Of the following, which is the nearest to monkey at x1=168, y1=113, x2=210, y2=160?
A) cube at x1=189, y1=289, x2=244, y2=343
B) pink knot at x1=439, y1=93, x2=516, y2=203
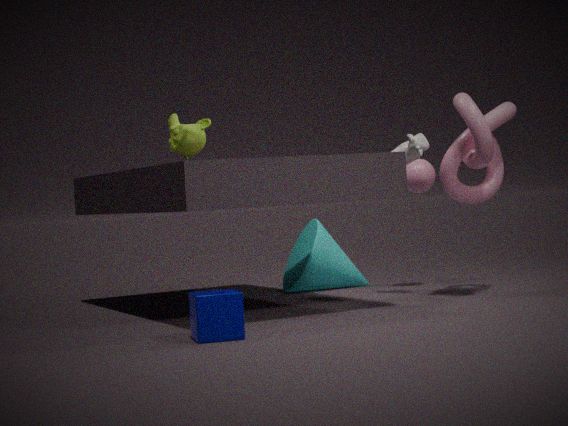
cube at x1=189, y1=289, x2=244, y2=343
